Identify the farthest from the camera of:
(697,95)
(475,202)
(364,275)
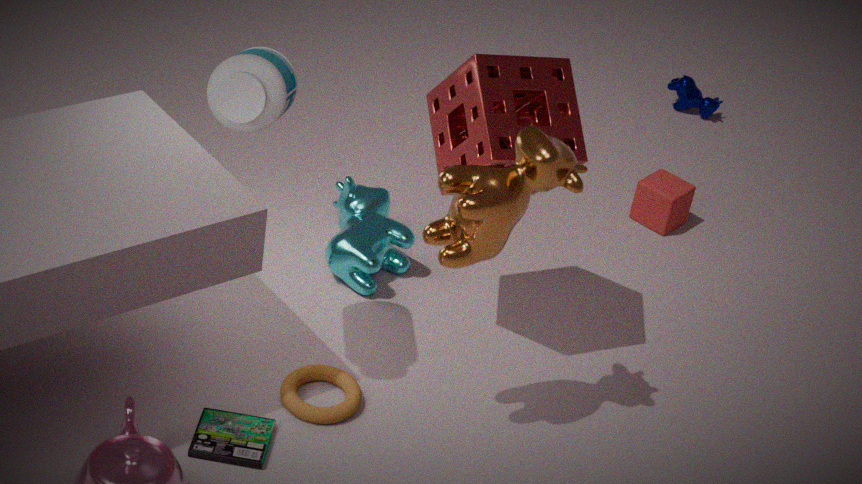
(697,95)
